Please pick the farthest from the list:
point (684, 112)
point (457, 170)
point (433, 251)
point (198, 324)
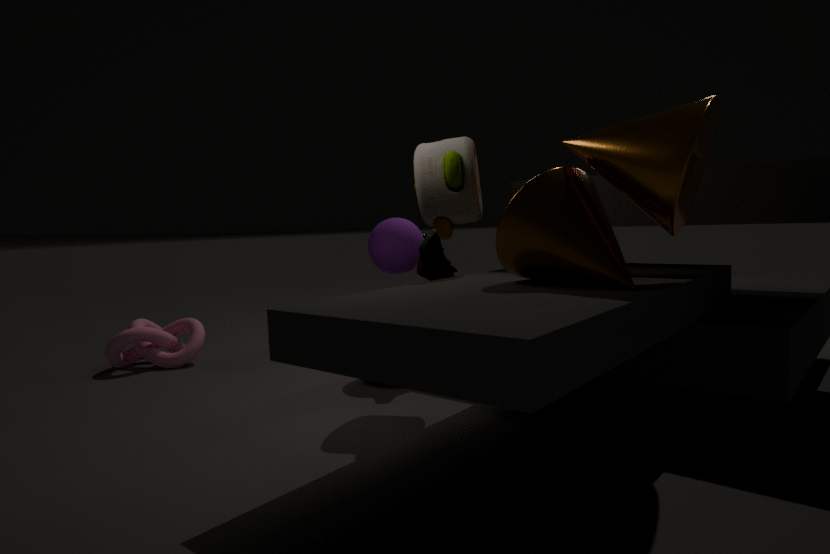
point (198, 324)
